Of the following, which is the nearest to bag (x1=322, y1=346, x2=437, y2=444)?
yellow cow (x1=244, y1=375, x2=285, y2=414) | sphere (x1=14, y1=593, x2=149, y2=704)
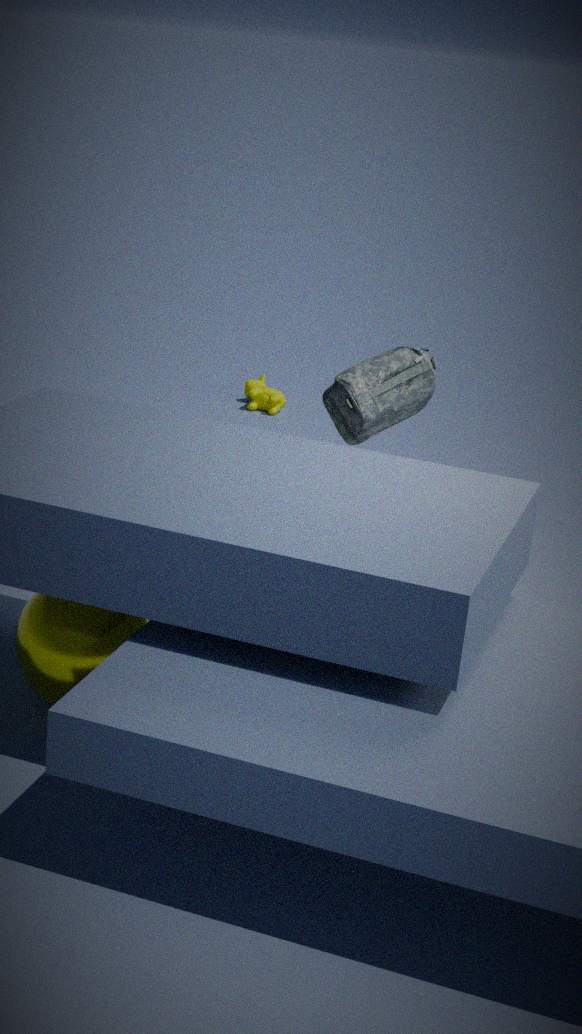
sphere (x1=14, y1=593, x2=149, y2=704)
